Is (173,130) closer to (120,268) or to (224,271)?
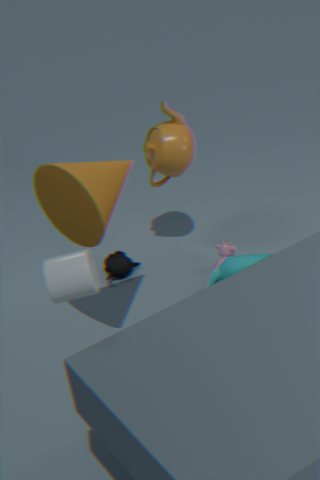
(120,268)
